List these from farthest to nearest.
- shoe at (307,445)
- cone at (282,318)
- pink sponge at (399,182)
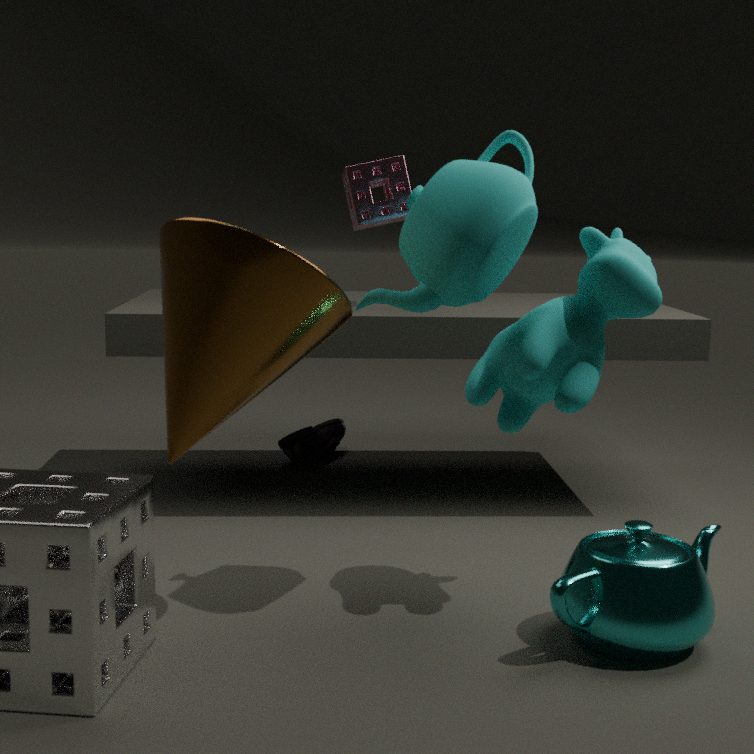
shoe at (307,445) < pink sponge at (399,182) < cone at (282,318)
